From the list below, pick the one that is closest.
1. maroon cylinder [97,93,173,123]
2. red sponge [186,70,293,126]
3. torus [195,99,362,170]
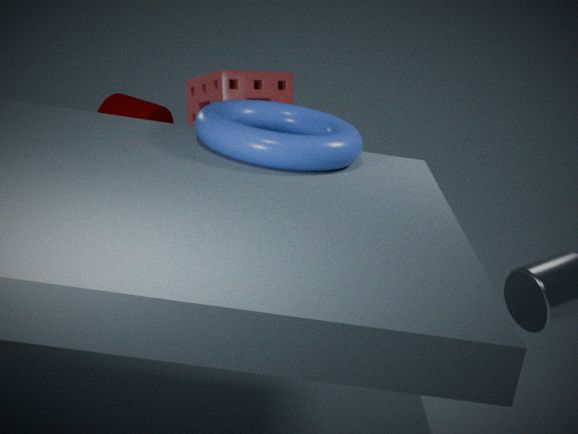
torus [195,99,362,170]
